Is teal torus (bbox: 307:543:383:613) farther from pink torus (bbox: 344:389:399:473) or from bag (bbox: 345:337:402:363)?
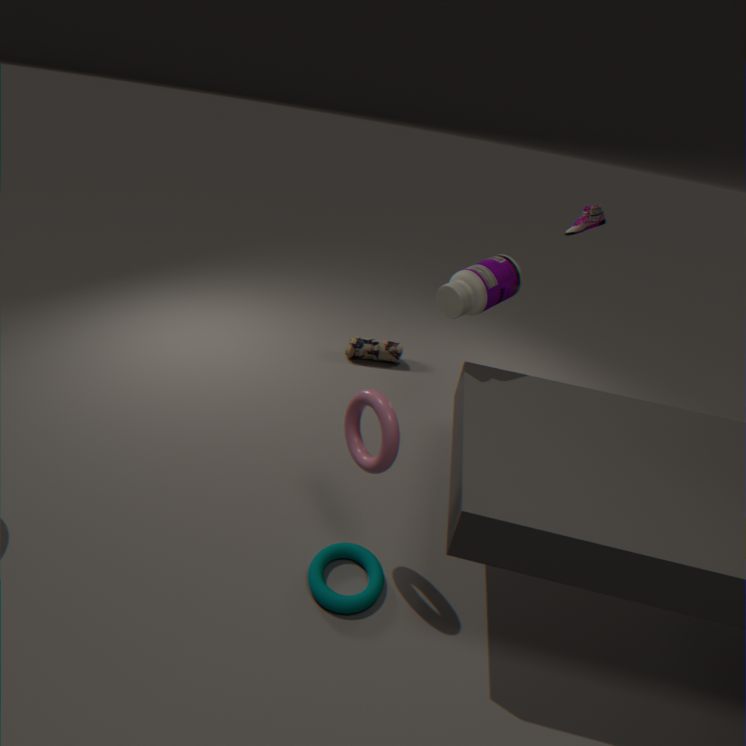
bag (bbox: 345:337:402:363)
